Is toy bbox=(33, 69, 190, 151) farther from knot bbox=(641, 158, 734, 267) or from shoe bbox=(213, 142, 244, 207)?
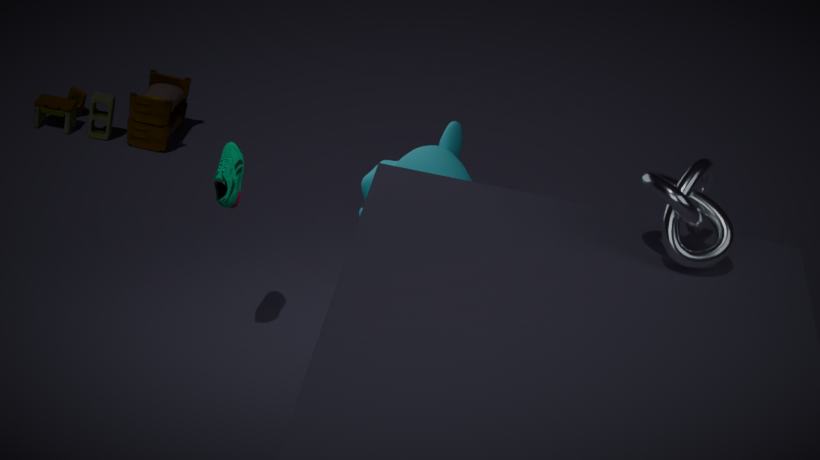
knot bbox=(641, 158, 734, 267)
